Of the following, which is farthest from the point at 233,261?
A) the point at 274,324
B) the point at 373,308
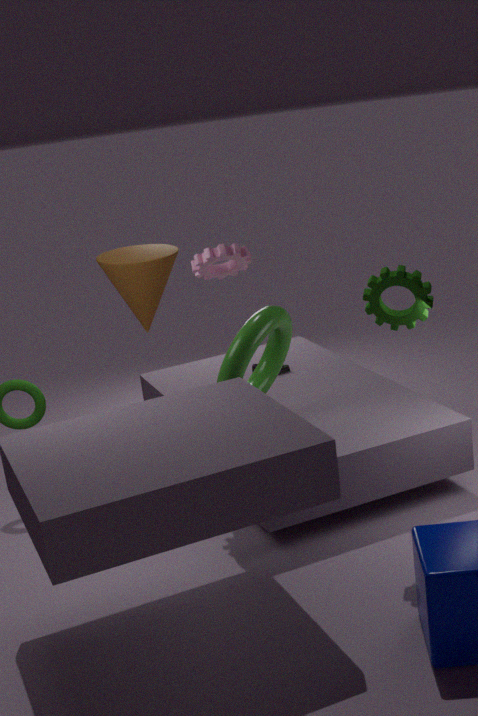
the point at 373,308
